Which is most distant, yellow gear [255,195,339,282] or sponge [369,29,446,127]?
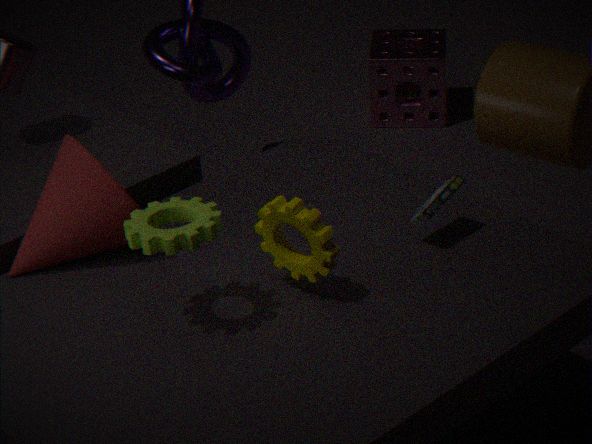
sponge [369,29,446,127]
